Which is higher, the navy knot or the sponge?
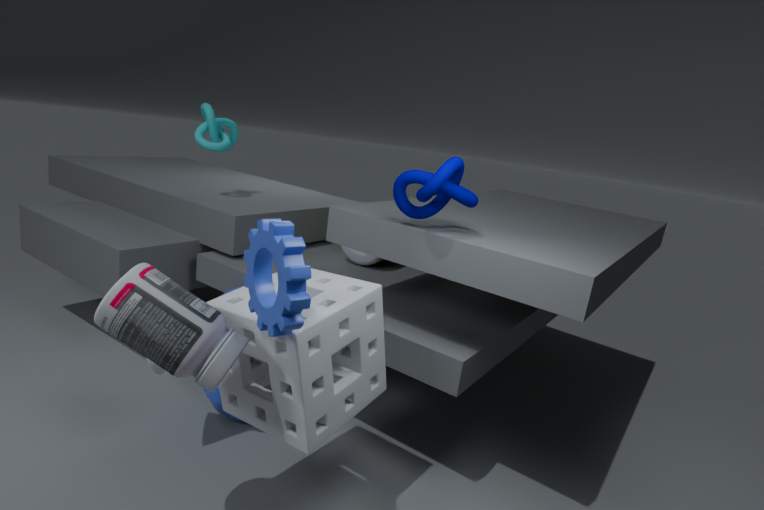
the navy knot
